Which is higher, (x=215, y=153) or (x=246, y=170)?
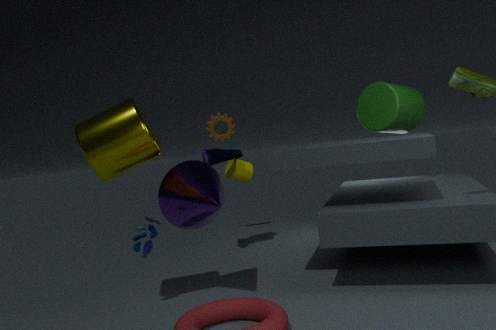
(x=215, y=153)
